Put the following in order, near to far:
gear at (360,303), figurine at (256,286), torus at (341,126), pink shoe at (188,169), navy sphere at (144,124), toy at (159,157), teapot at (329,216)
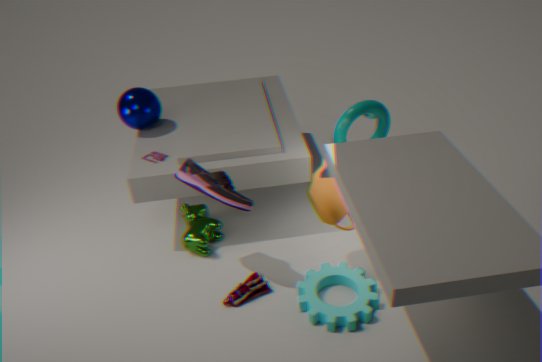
gear at (360,303) → pink shoe at (188,169) → teapot at (329,216) → figurine at (256,286) → toy at (159,157) → torus at (341,126) → navy sphere at (144,124)
